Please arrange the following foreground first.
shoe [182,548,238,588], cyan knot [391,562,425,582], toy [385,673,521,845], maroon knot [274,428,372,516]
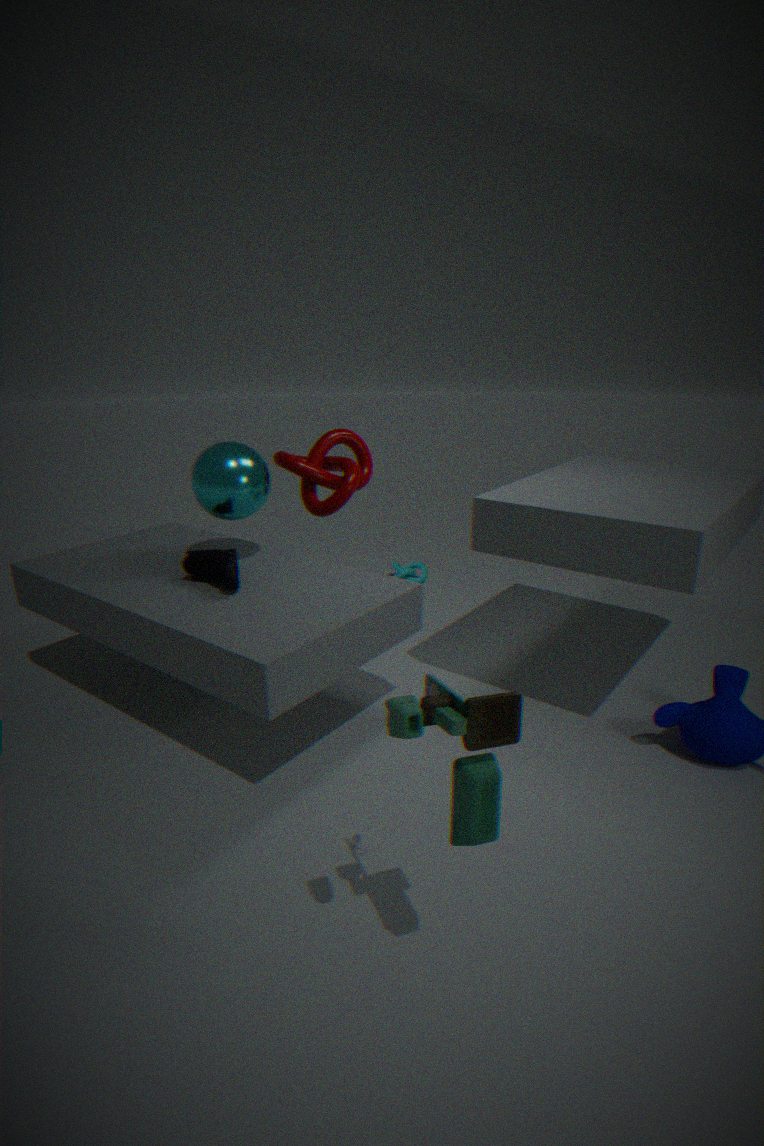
1. toy [385,673,521,845]
2. shoe [182,548,238,588]
3. maroon knot [274,428,372,516]
4. cyan knot [391,562,425,582]
